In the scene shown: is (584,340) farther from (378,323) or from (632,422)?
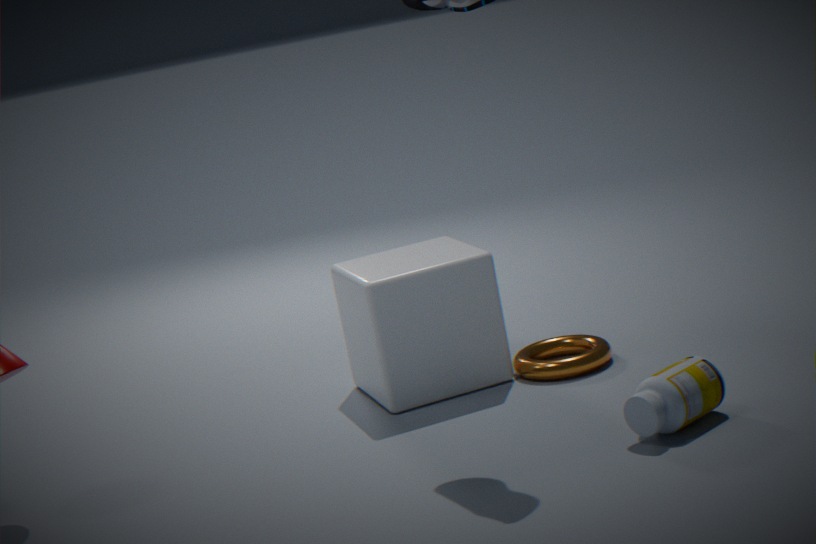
(632,422)
